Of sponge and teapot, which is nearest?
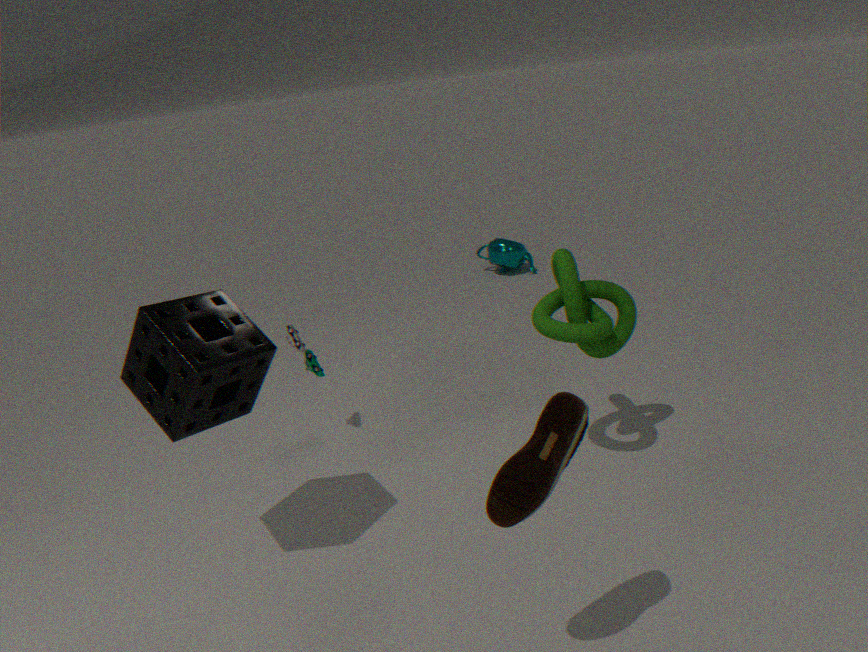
sponge
